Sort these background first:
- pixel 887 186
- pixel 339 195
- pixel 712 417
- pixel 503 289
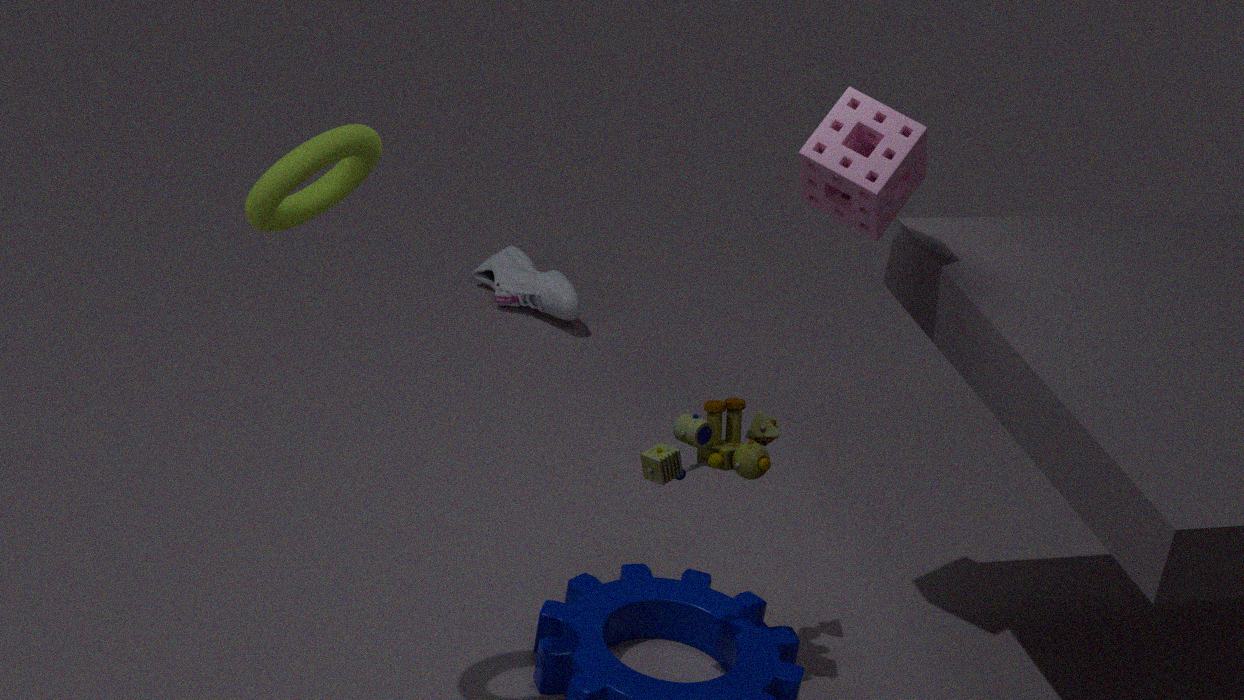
pixel 503 289
pixel 712 417
pixel 887 186
pixel 339 195
